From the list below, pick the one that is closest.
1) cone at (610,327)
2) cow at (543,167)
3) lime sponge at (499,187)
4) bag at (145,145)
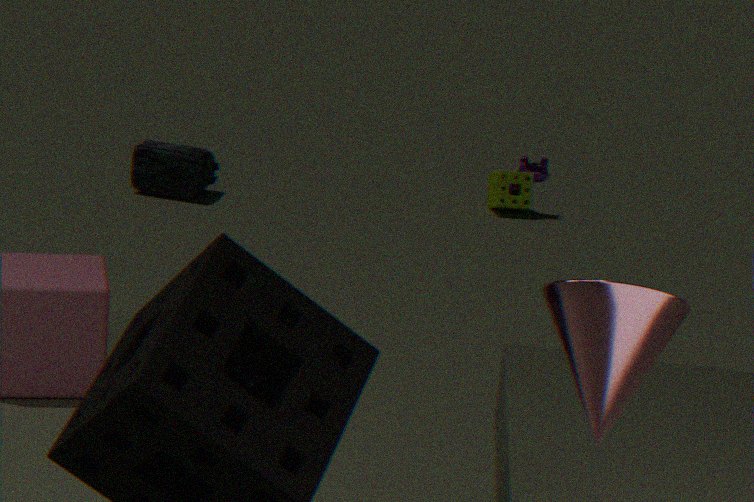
1. cone at (610,327)
